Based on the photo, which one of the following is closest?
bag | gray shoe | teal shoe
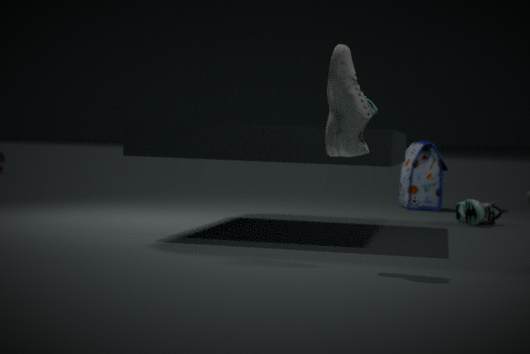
gray shoe
